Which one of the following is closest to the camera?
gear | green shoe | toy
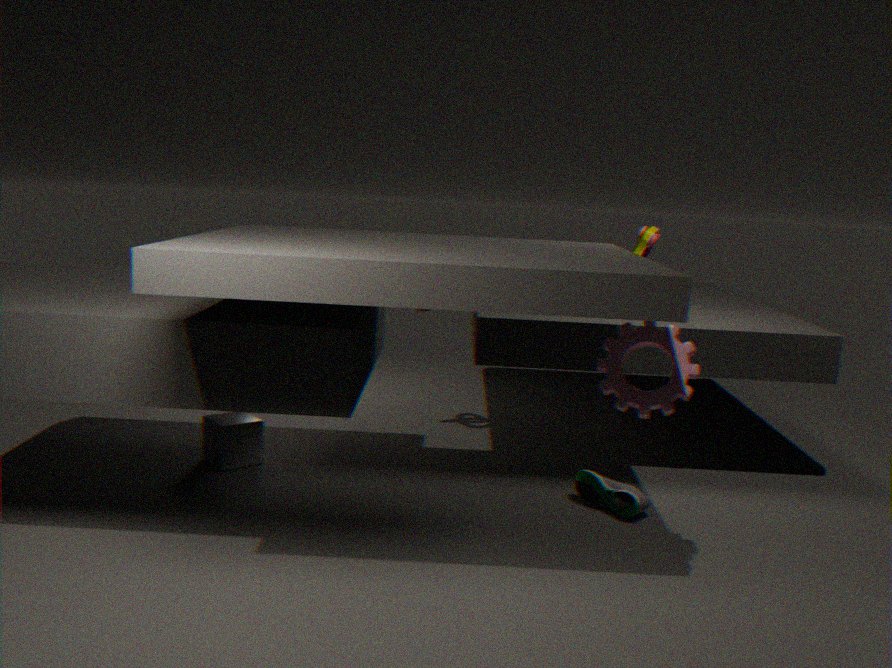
gear
